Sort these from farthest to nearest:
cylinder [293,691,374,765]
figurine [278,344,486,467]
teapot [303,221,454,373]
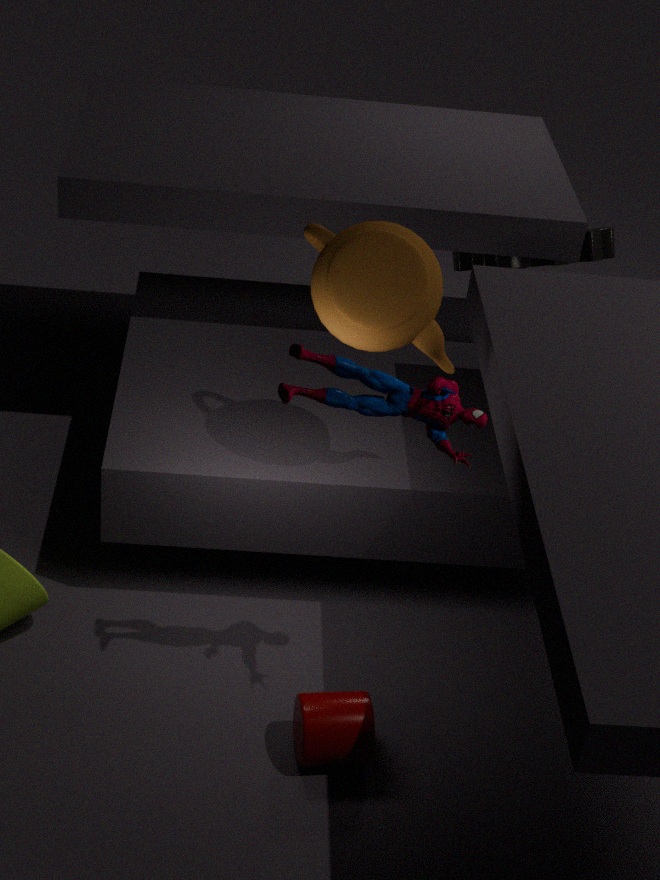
teapot [303,221,454,373] < cylinder [293,691,374,765] < figurine [278,344,486,467]
